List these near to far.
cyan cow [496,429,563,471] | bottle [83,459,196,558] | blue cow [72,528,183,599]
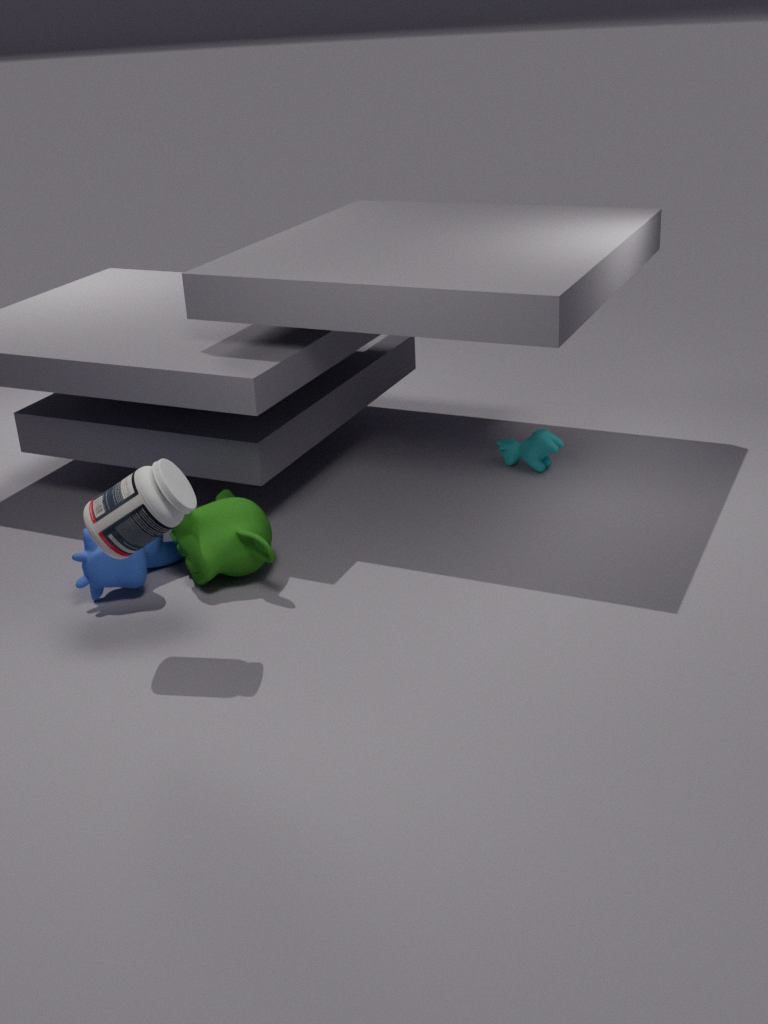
bottle [83,459,196,558], blue cow [72,528,183,599], cyan cow [496,429,563,471]
